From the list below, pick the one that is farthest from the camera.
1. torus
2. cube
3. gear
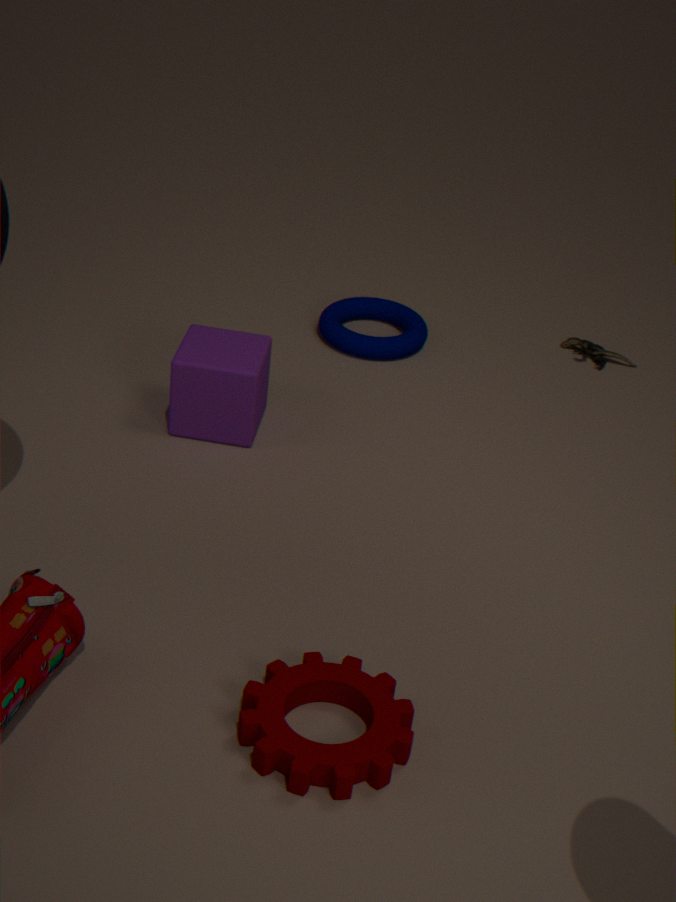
torus
